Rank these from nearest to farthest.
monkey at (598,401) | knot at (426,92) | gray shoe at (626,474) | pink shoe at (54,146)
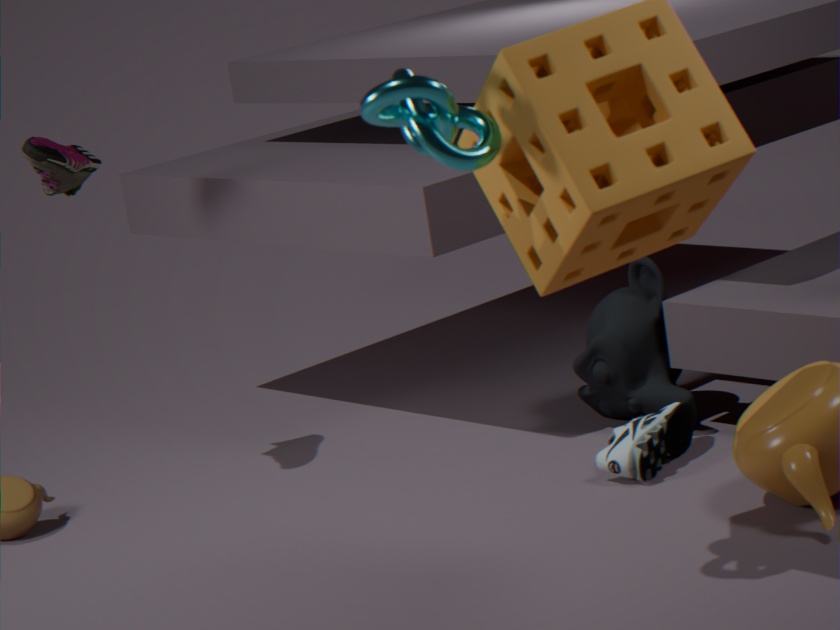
1. knot at (426,92)
2. gray shoe at (626,474)
3. pink shoe at (54,146)
4. monkey at (598,401)
